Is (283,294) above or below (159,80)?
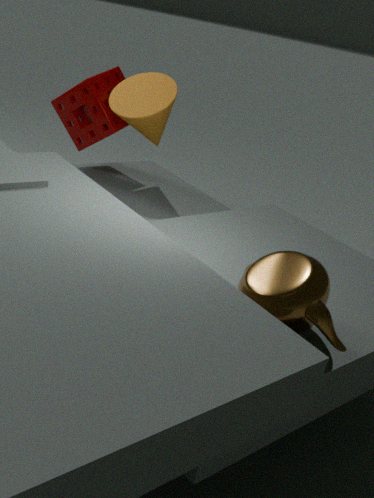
below
